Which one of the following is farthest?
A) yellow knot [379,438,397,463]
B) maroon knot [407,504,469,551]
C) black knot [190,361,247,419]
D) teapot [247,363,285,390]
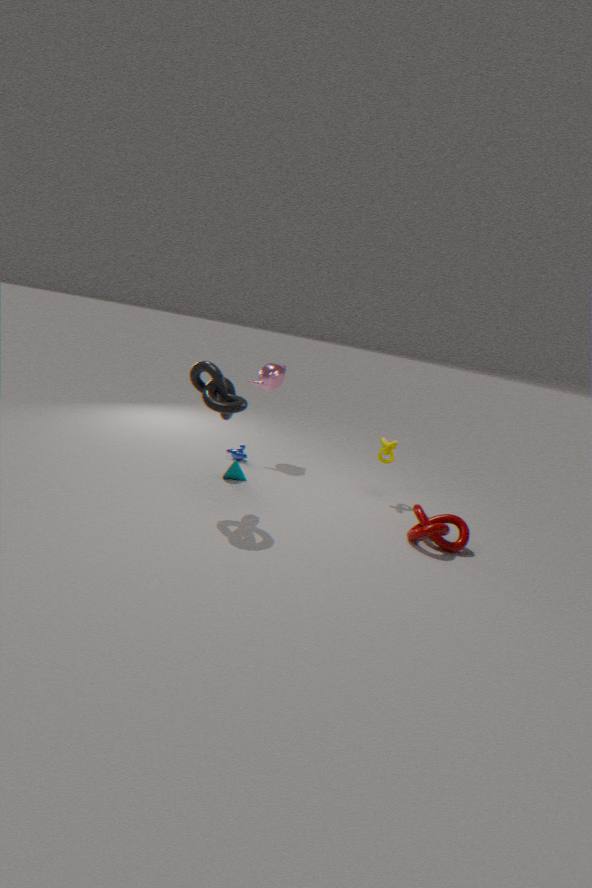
teapot [247,363,285,390]
